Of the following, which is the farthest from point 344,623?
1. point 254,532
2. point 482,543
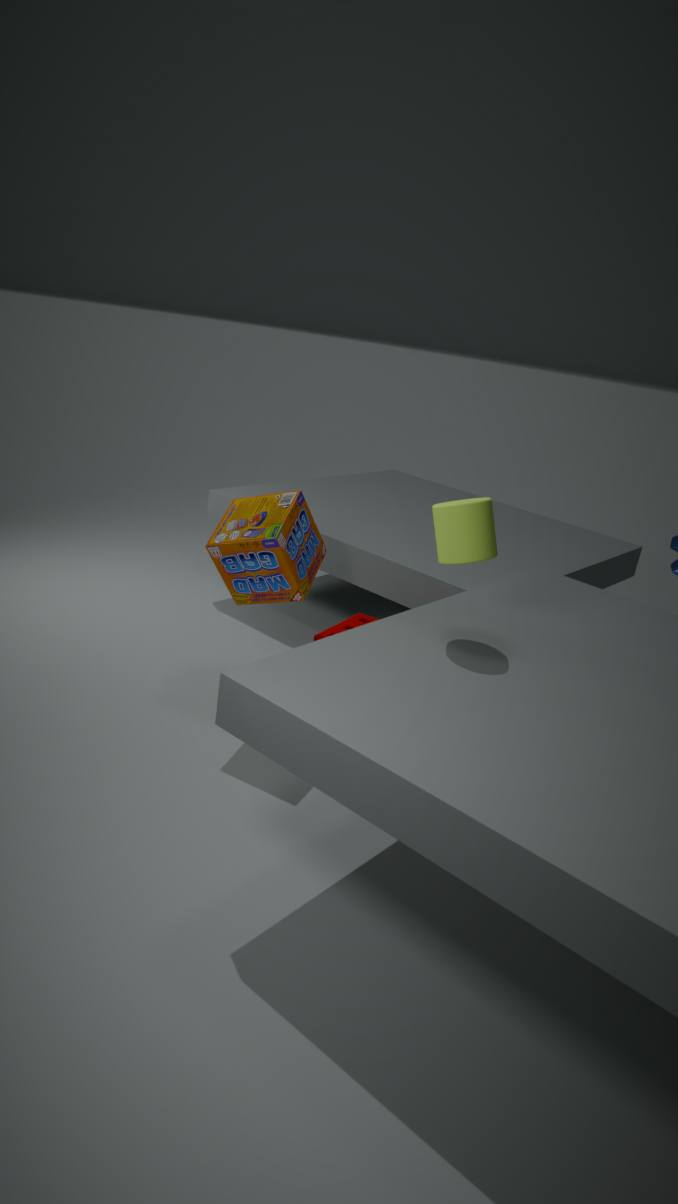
point 482,543
